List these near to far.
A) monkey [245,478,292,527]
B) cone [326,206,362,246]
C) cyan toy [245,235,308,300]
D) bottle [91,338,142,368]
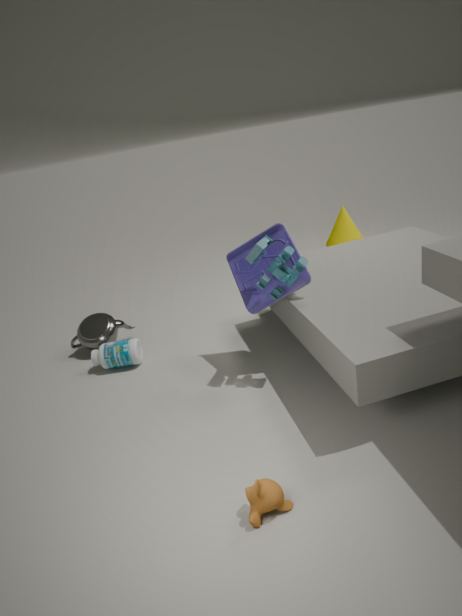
1. monkey [245,478,292,527]
2. cyan toy [245,235,308,300]
3. bottle [91,338,142,368]
4. cone [326,206,362,246]
